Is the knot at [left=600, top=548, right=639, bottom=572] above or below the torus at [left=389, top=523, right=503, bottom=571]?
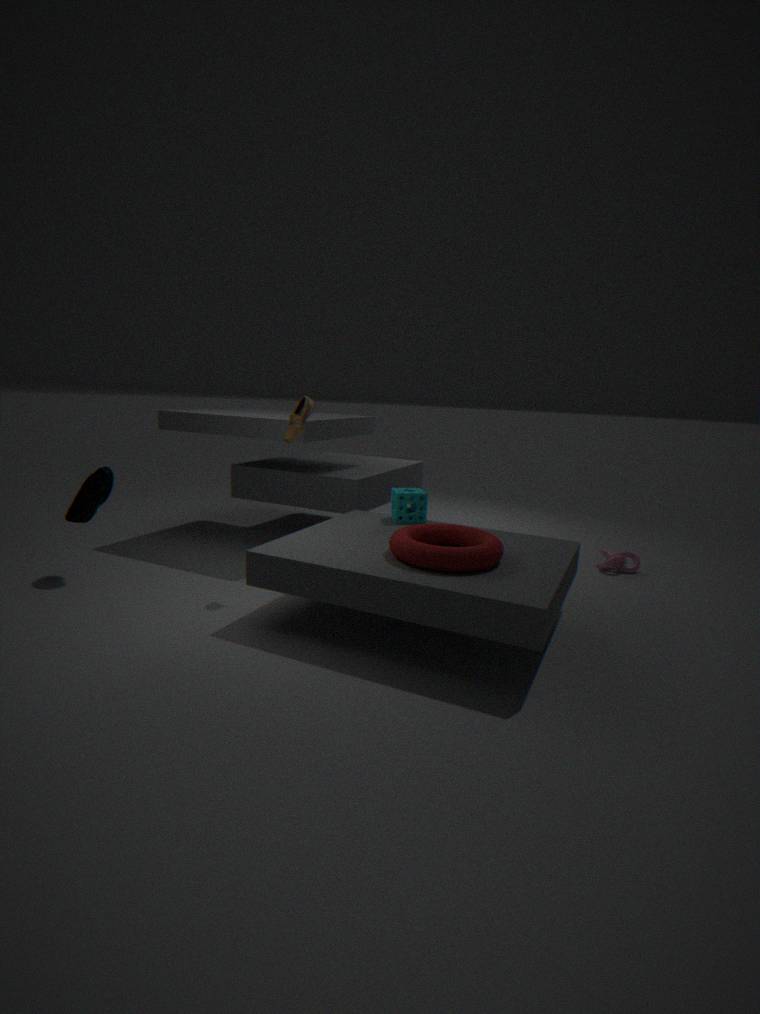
below
